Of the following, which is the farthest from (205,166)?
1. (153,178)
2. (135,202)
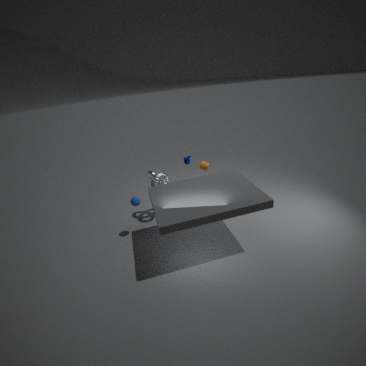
(135,202)
